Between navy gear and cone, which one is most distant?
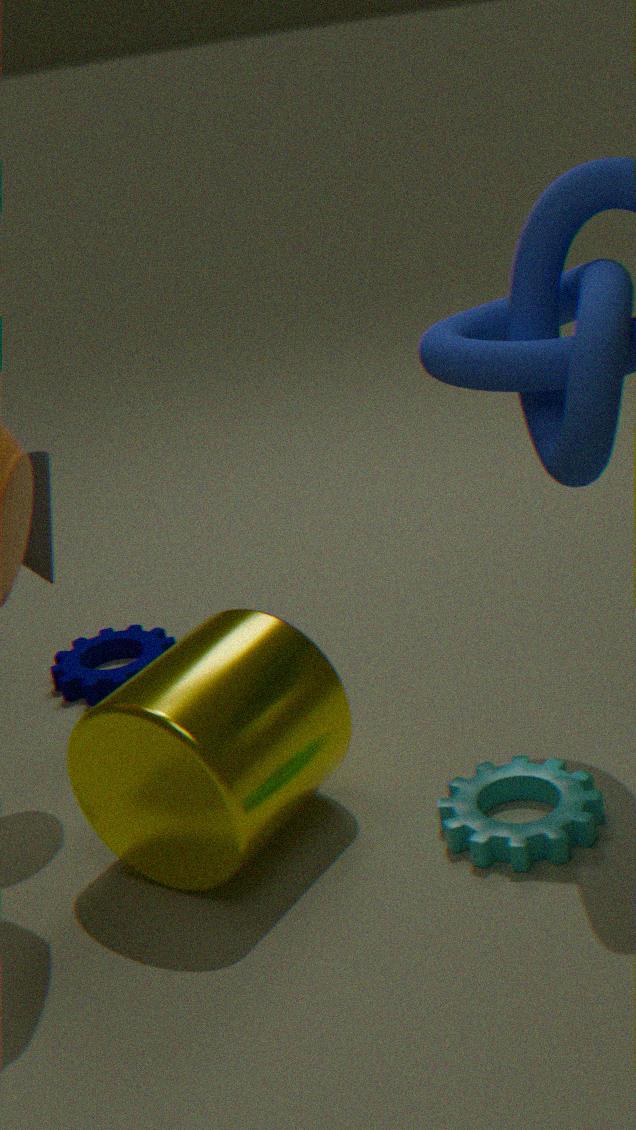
navy gear
